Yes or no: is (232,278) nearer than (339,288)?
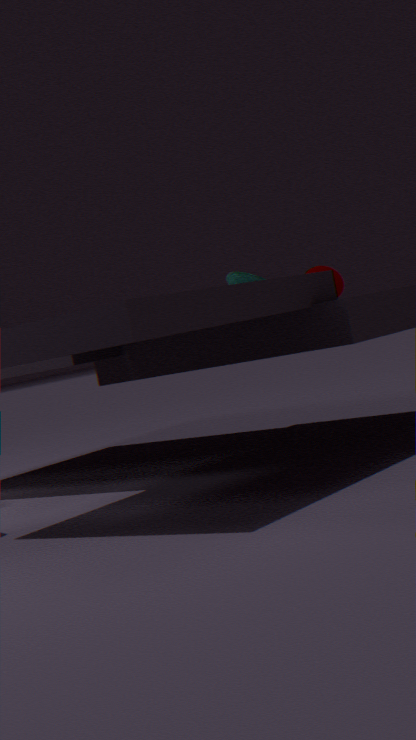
Yes
